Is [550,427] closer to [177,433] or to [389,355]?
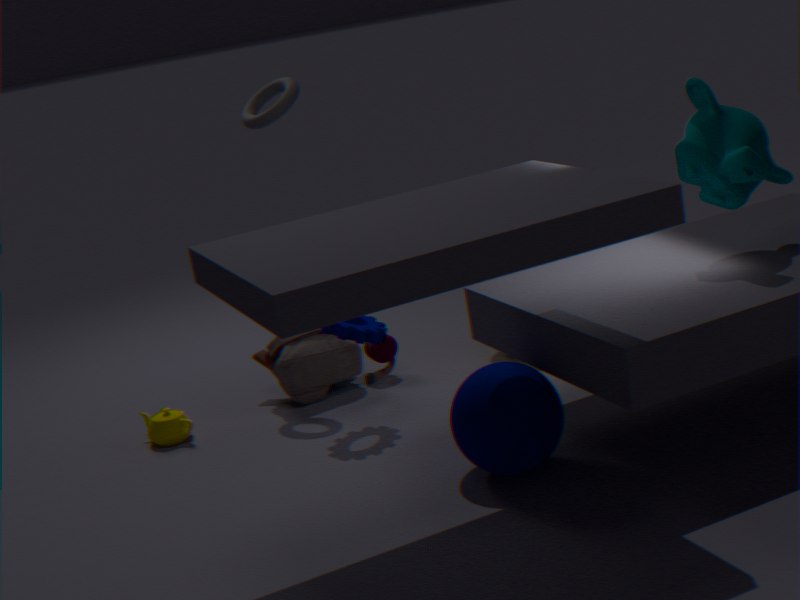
[389,355]
